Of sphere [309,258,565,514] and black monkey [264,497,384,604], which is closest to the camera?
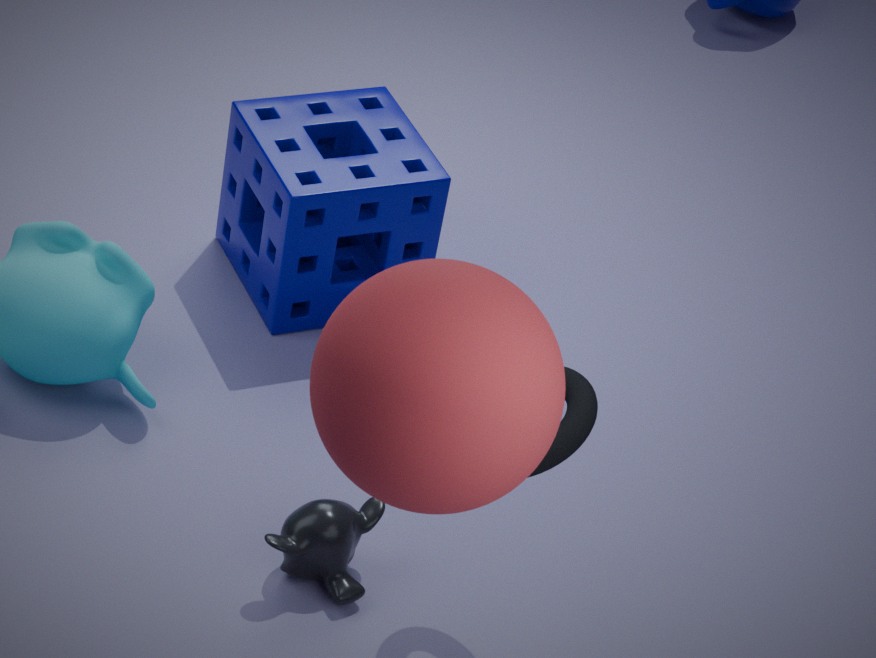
sphere [309,258,565,514]
